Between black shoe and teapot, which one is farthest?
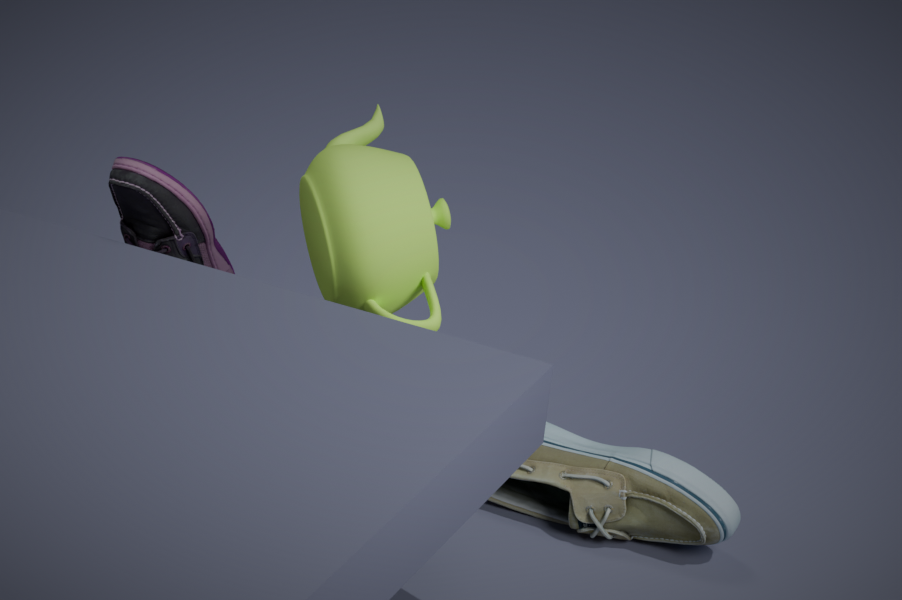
black shoe
